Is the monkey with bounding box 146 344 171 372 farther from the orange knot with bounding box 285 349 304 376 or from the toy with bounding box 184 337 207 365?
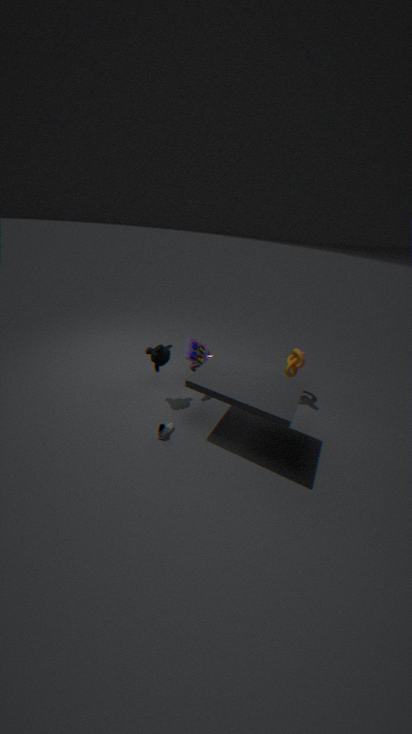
the orange knot with bounding box 285 349 304 376
